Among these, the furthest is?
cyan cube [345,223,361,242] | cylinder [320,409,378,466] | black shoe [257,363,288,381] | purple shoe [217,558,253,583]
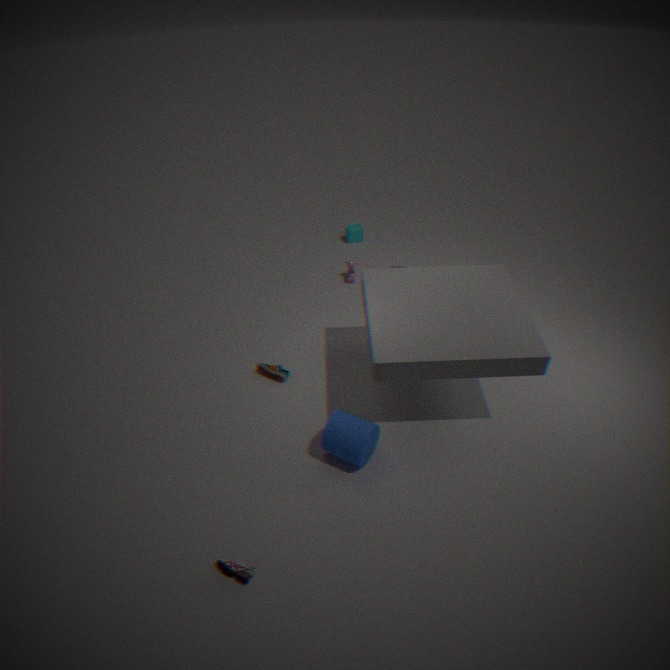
cyan cube [345,223,361,242]
